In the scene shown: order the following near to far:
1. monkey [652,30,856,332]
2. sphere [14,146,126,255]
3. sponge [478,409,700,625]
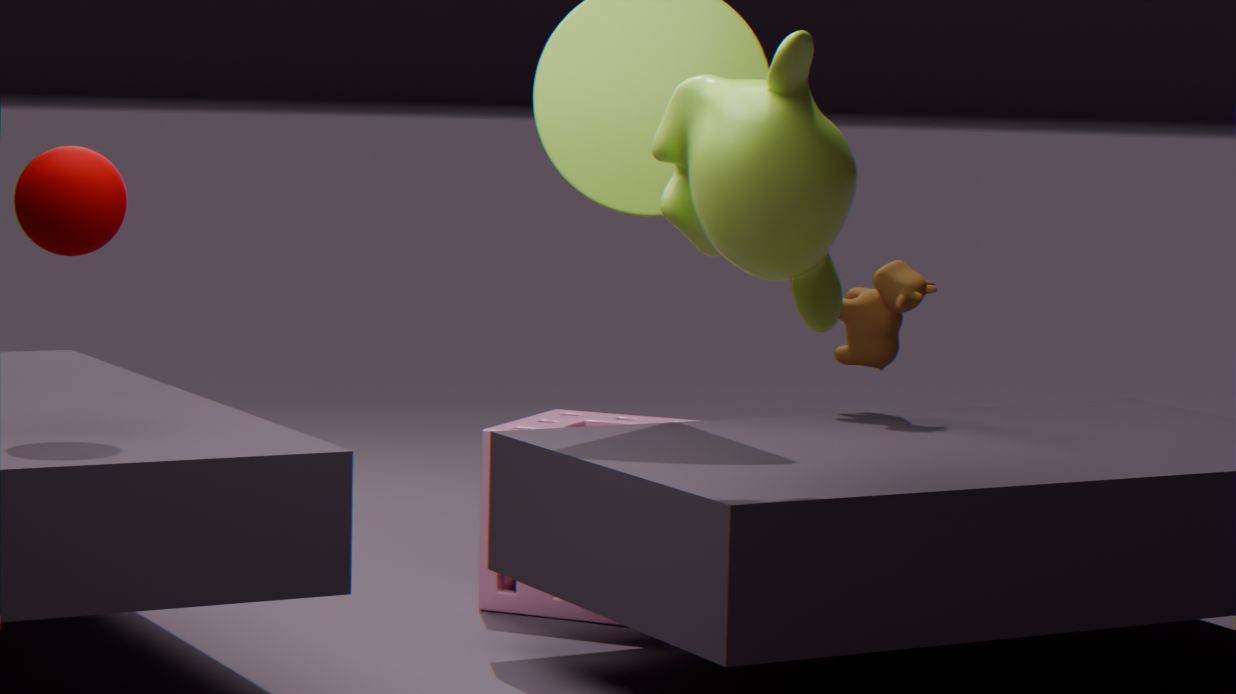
monkey [652,30,856,332] < sphere [14,146,126,255] < sponge [478,409,700,625]
